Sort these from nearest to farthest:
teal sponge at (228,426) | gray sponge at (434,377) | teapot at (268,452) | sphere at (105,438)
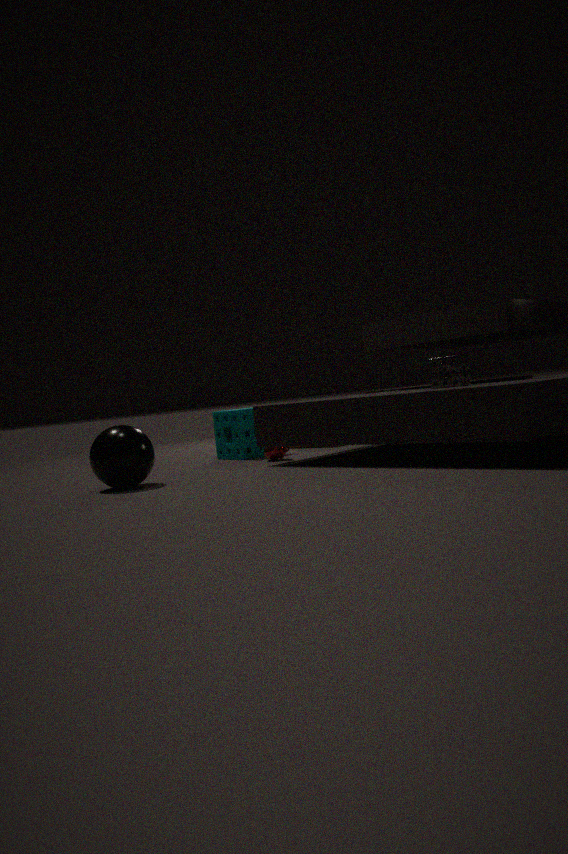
sphere at (105,438) → gray sponge at (434,377) → teapot at (268,452) → teal sponge at (228,426)
